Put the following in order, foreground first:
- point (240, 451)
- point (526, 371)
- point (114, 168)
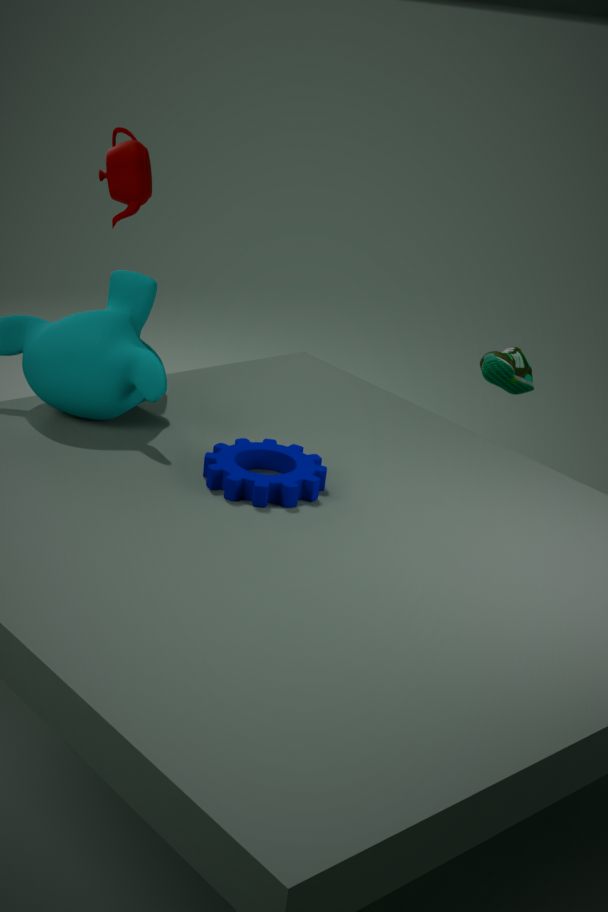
point (240, 451) < point (114, 168) < point (526, 371)
